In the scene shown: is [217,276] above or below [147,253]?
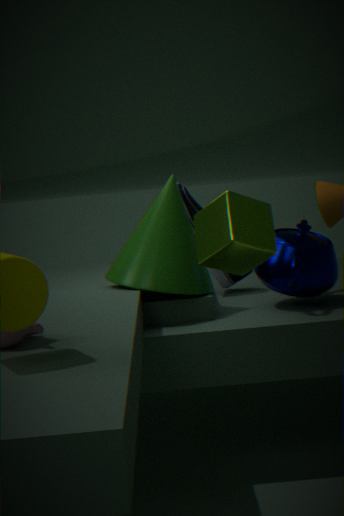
above
